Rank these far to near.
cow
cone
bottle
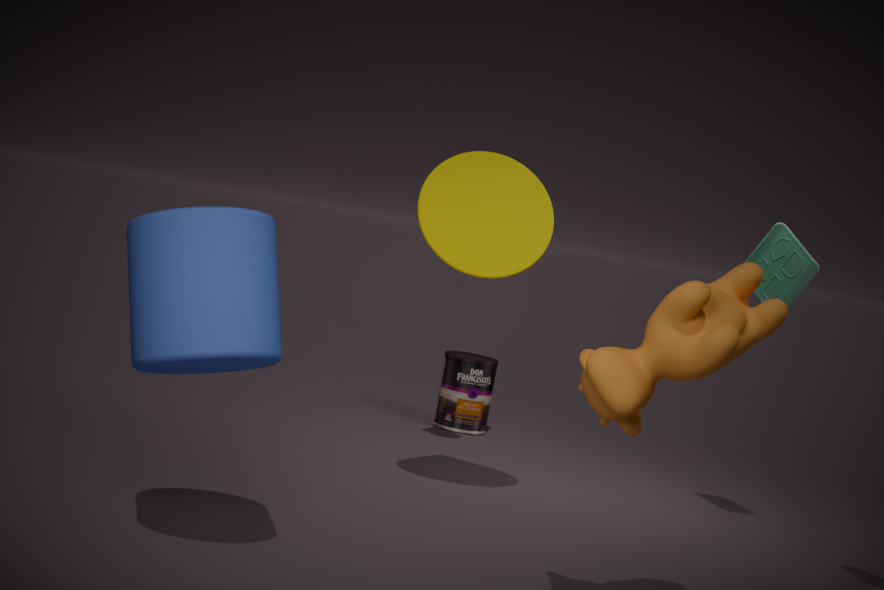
bottle < cone < cow
